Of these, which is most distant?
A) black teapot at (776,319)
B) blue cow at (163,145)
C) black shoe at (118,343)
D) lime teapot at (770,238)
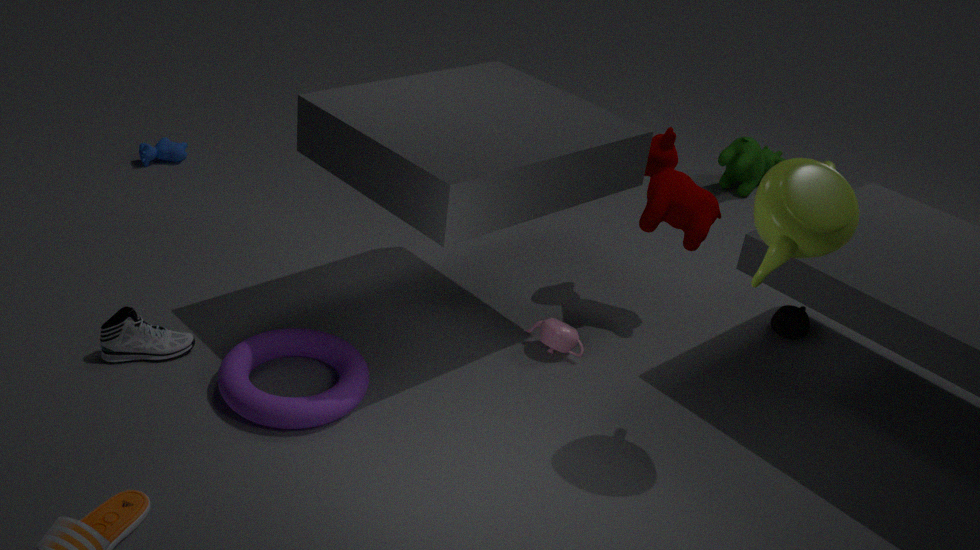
blue cow at (163,145)
